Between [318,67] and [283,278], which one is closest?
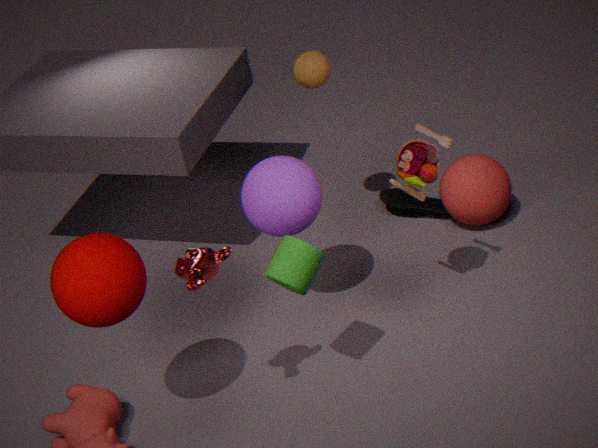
[283,278]
